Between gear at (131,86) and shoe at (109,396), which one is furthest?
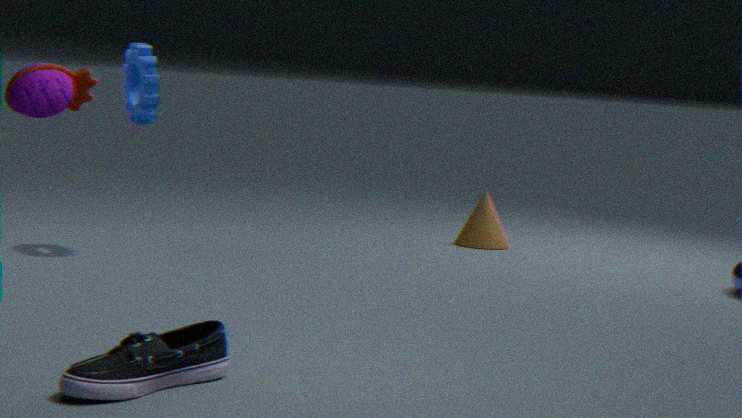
gear at (131,86)
